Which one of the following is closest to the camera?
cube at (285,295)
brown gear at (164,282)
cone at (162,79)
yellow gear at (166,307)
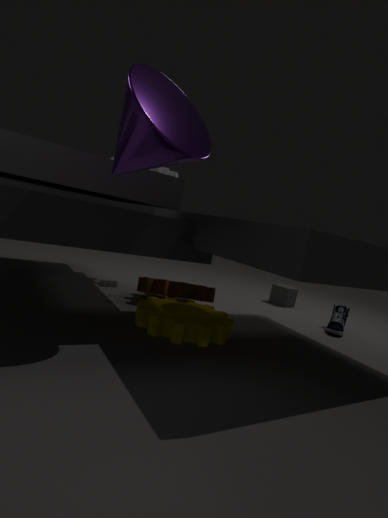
cone at (162,79)
